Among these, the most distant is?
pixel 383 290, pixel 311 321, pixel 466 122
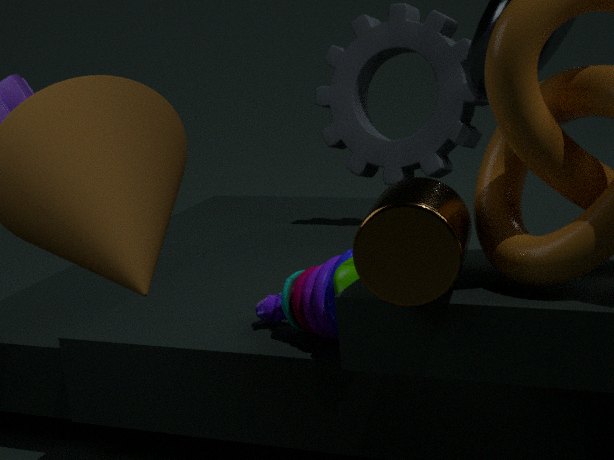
pixel 466 122
